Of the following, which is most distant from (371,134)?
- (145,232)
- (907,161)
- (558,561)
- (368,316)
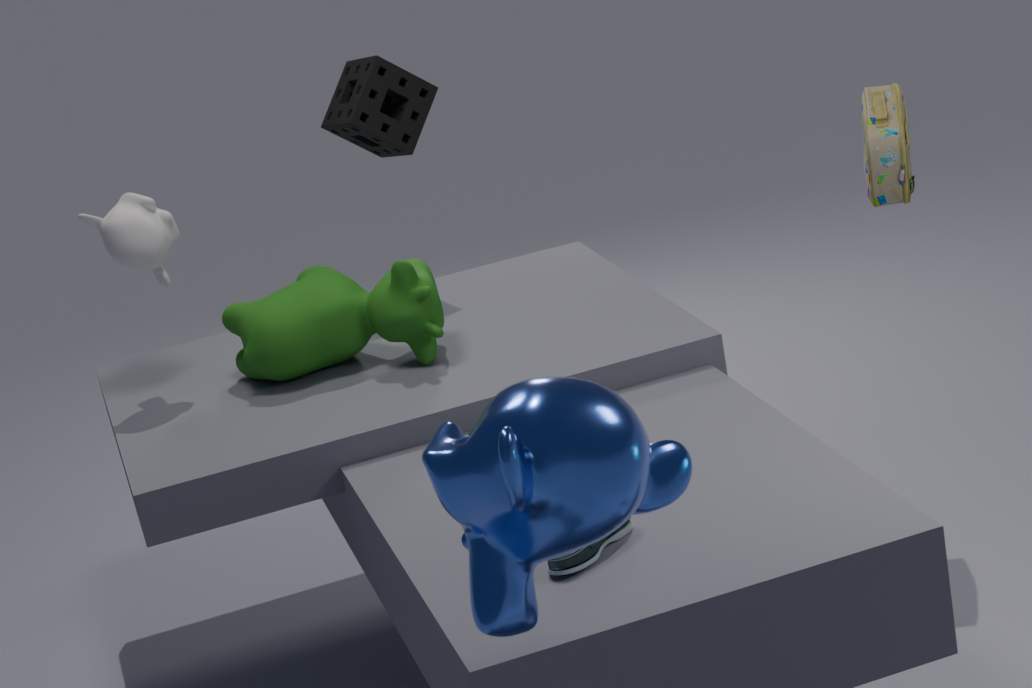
(558,561)
